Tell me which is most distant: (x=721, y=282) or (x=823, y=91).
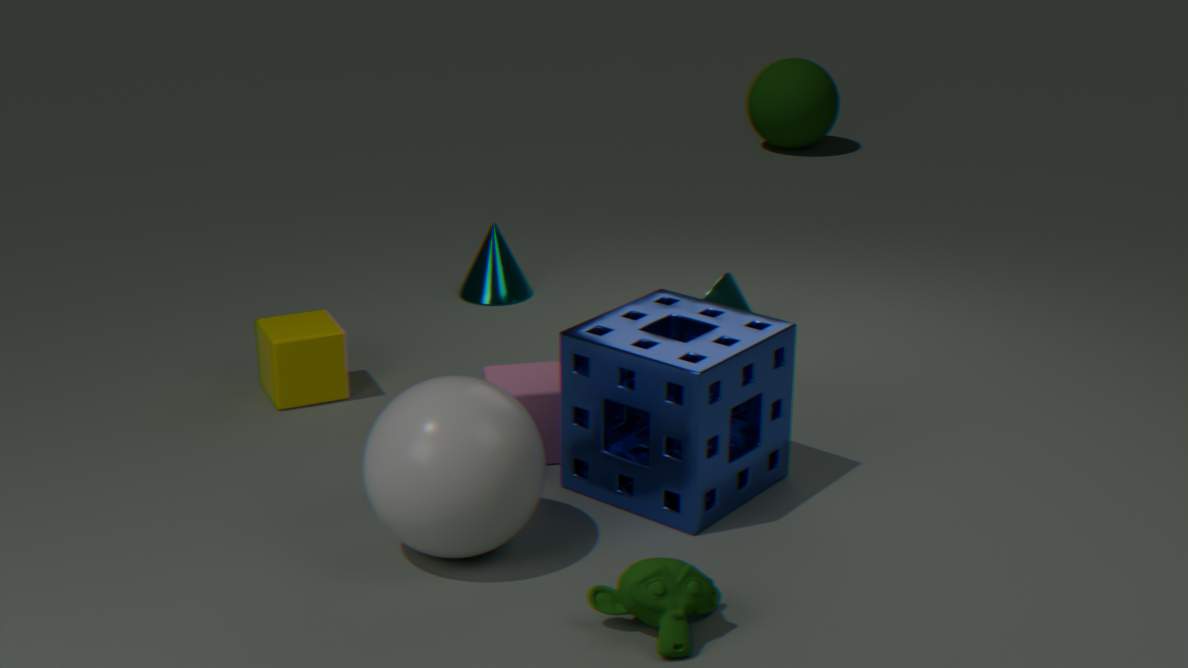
(x=823, y=91)
